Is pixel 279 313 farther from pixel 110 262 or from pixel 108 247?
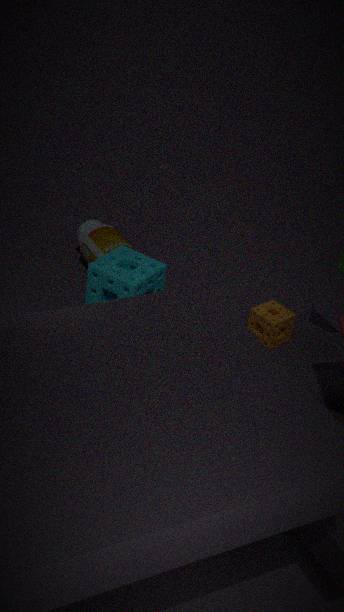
pixel 108 247
